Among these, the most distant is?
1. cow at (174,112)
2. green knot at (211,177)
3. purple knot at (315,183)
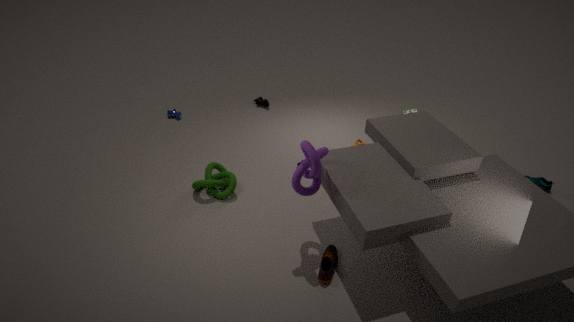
cow at (174,112)
